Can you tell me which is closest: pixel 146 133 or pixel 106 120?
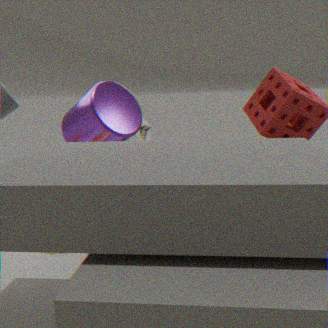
pixel 106 120
